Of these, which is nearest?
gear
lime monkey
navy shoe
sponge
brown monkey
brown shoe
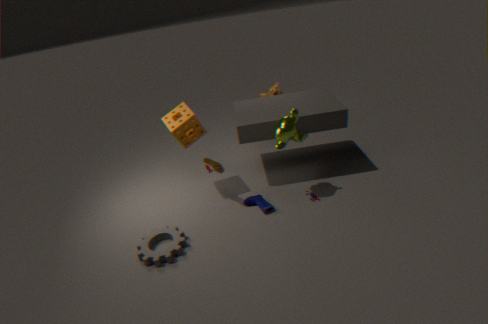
gear
